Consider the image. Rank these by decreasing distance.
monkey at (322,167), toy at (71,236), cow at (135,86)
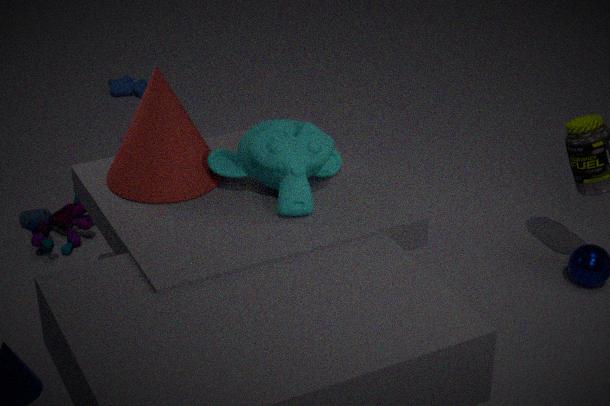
cow at (135,86) → toy at (71,236) → monkey at (322,167)
